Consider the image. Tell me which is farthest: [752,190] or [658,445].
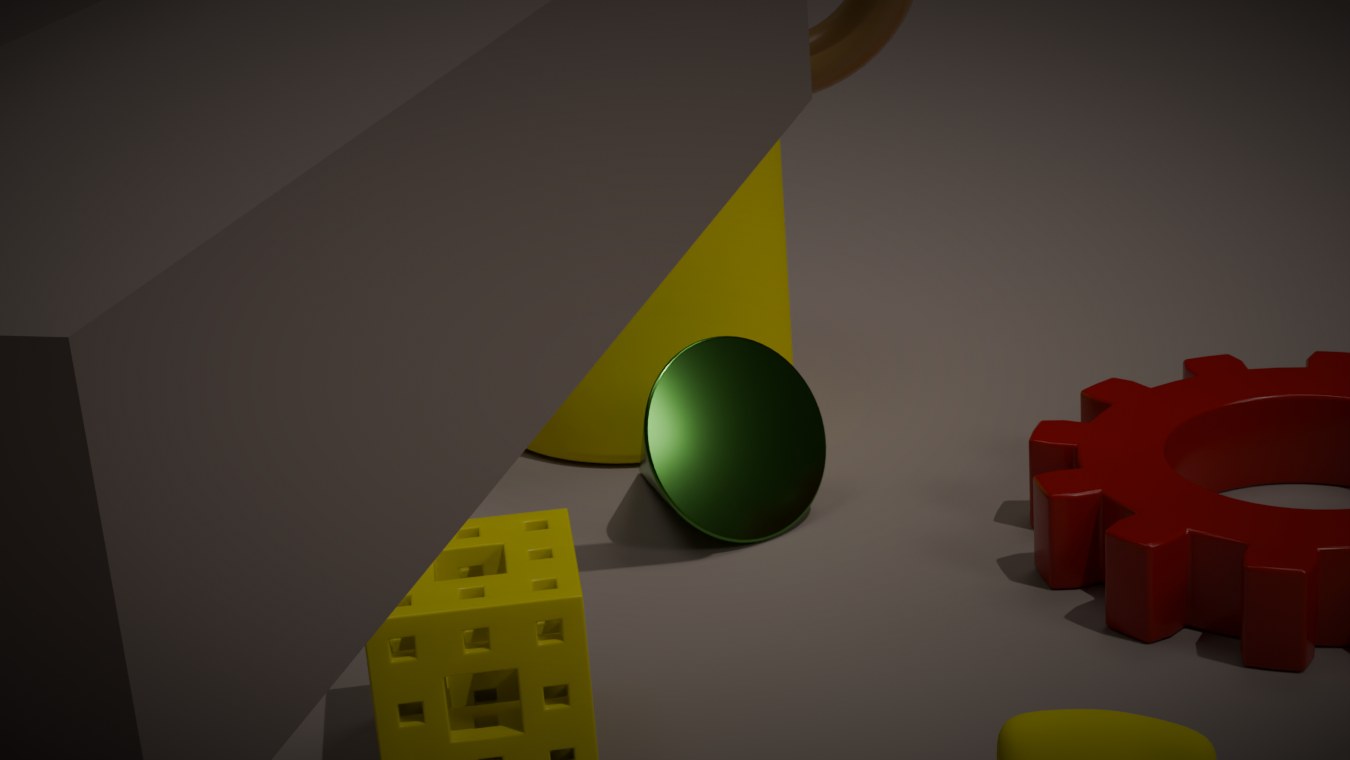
[752,190]
